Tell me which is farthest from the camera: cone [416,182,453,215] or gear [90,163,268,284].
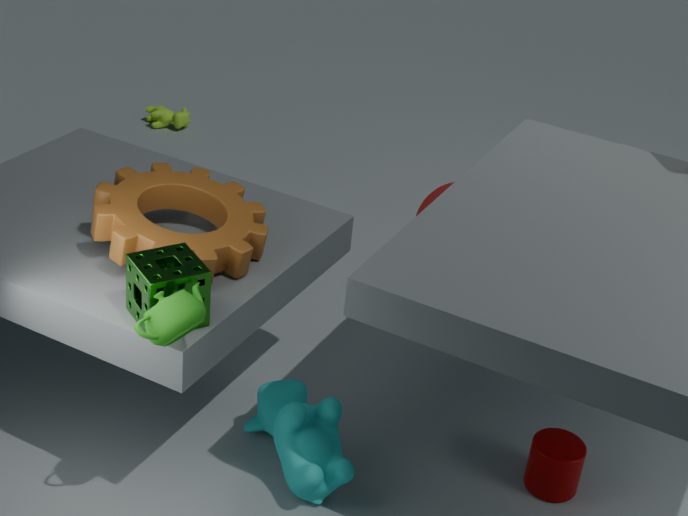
cone [416,182,453,215]
